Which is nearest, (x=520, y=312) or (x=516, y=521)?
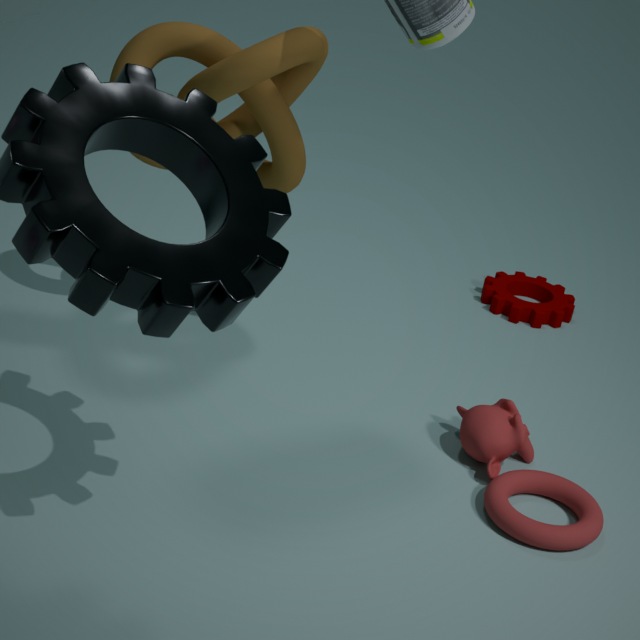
(x=516, y=521)
